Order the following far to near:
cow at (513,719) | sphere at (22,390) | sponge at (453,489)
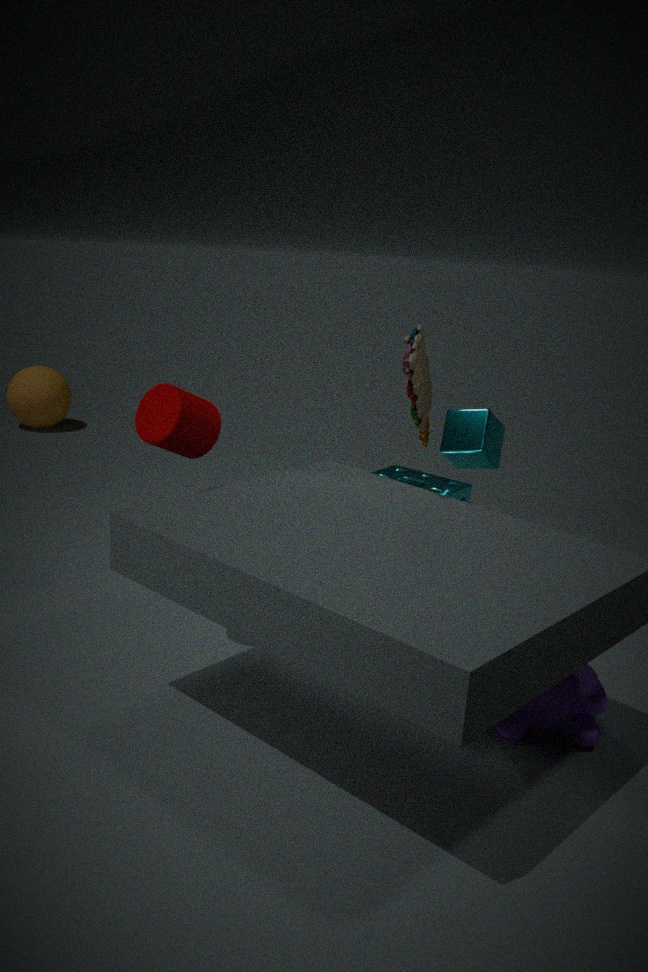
sphere at (22,390) < sponge at (453,489) < cow at (513,719)
